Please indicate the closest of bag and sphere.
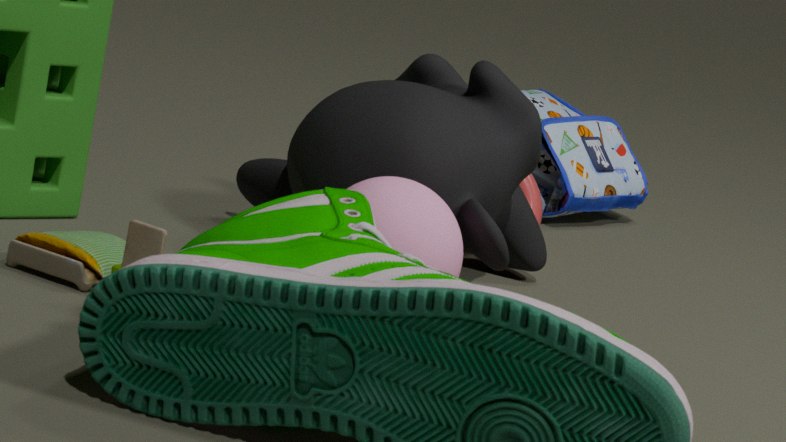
sphere
